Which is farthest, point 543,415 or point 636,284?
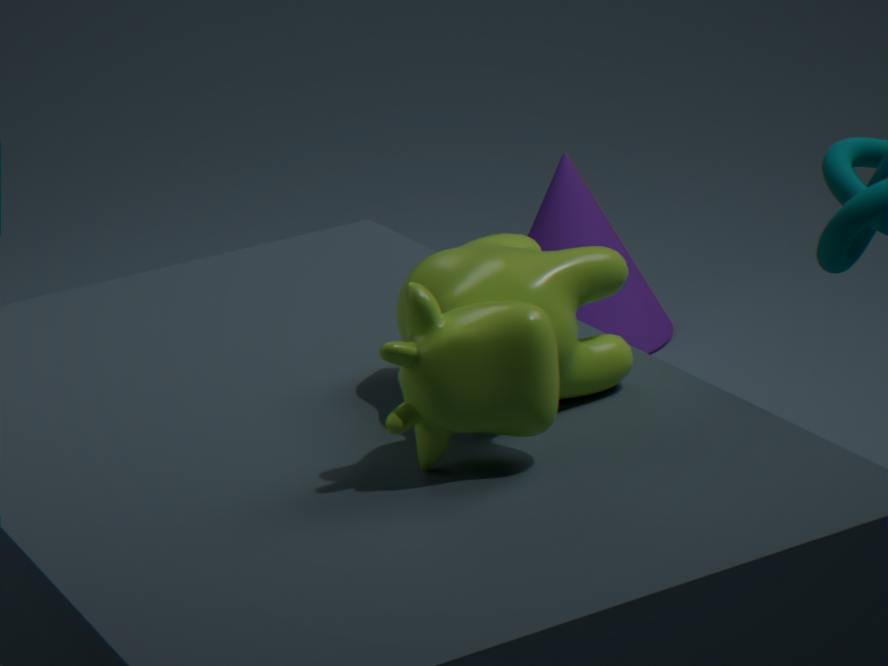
point 636,284
